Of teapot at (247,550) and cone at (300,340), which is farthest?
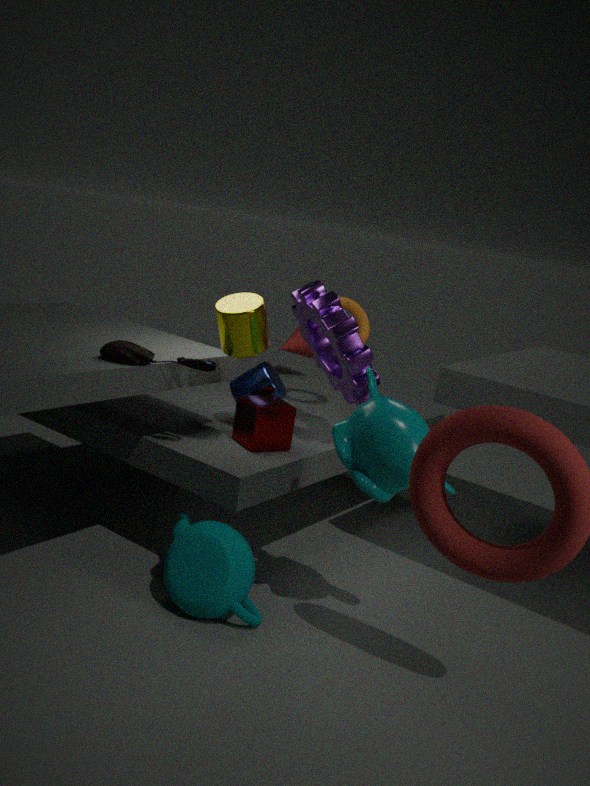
cone at (300,340)
